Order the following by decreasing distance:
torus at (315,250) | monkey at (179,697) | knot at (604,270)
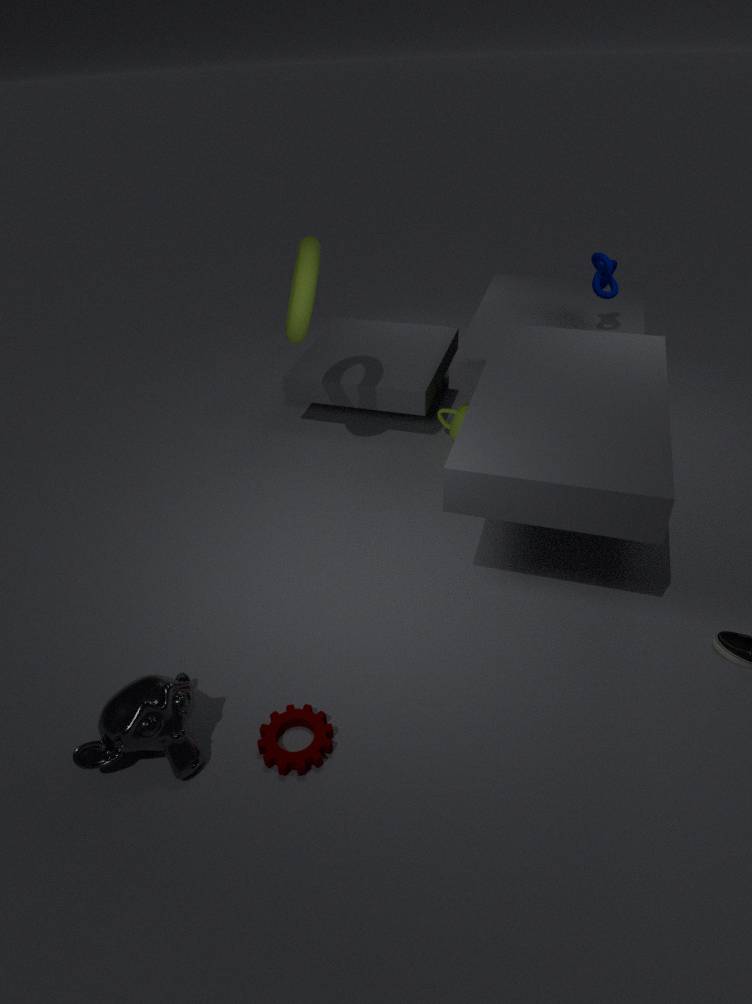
1. knot at (604,270)
2. torus at (315,250)
3. monkey at (179,697)
